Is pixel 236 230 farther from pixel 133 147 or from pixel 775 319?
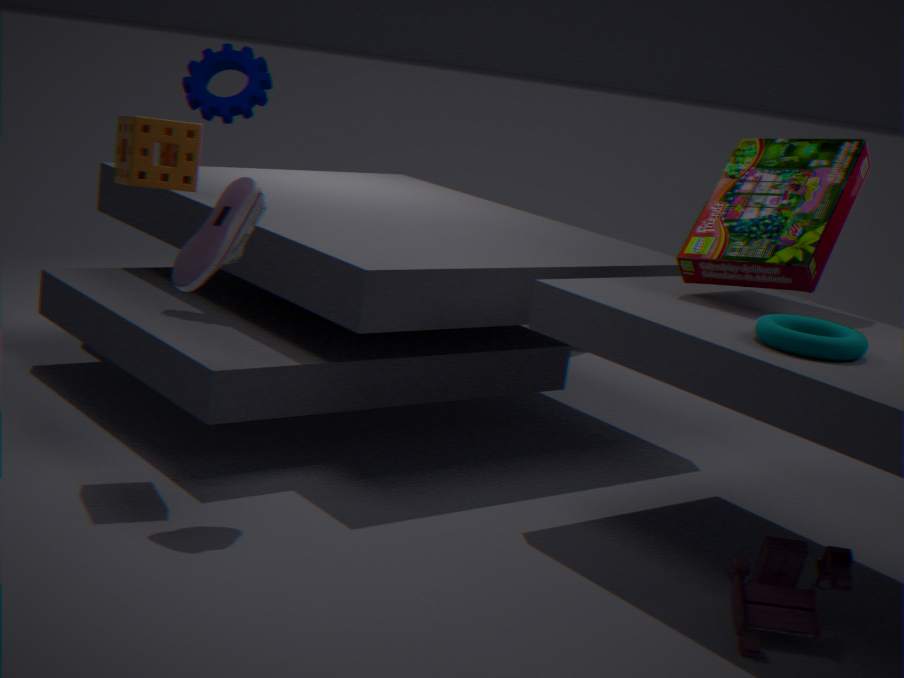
pixel 775 319
